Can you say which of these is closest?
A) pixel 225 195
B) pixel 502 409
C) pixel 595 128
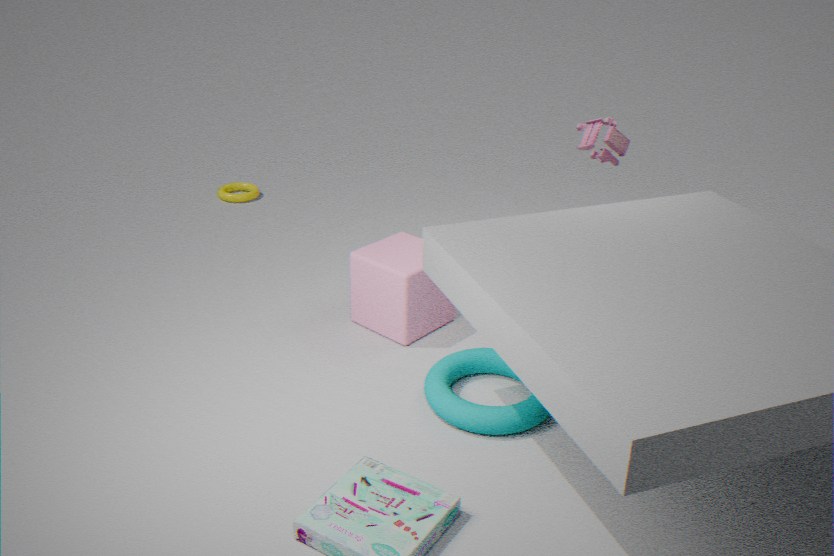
pixel 502 409
